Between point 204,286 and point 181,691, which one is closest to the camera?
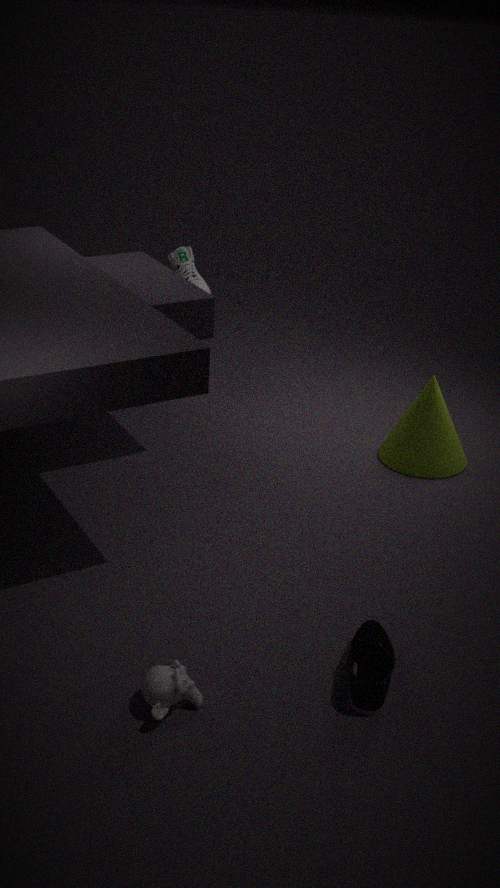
point 181,691
